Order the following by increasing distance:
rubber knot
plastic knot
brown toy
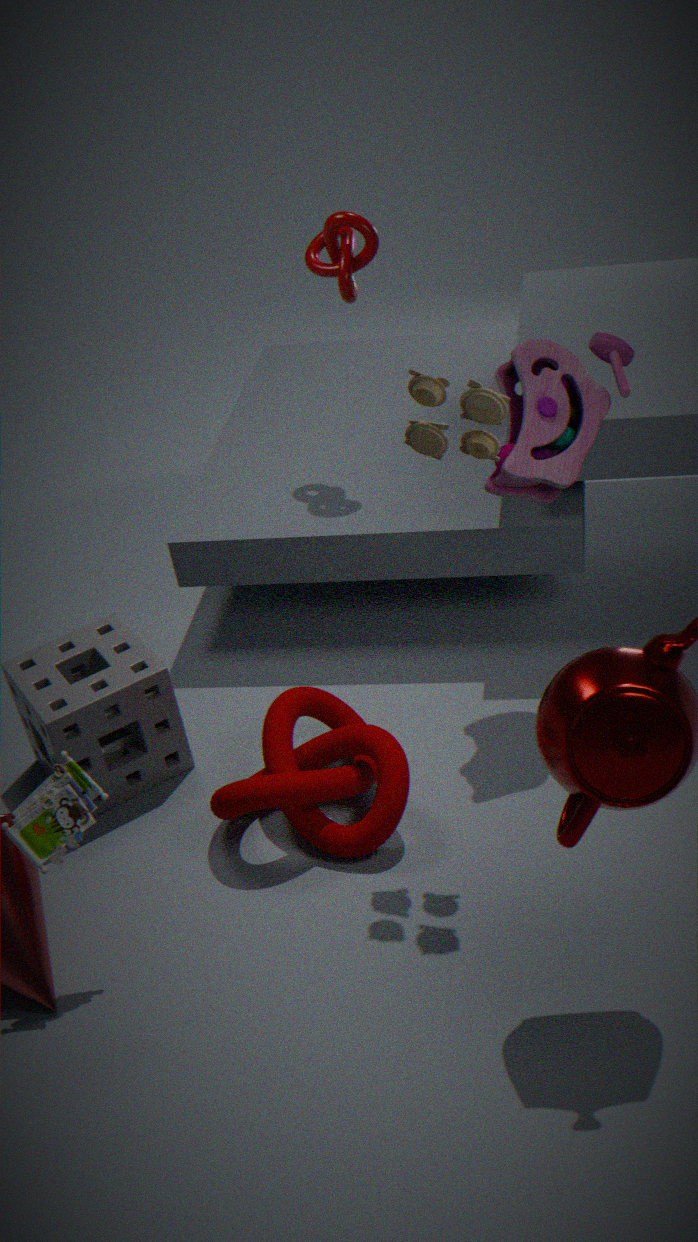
brown toy, rubber knot, plastic knot
